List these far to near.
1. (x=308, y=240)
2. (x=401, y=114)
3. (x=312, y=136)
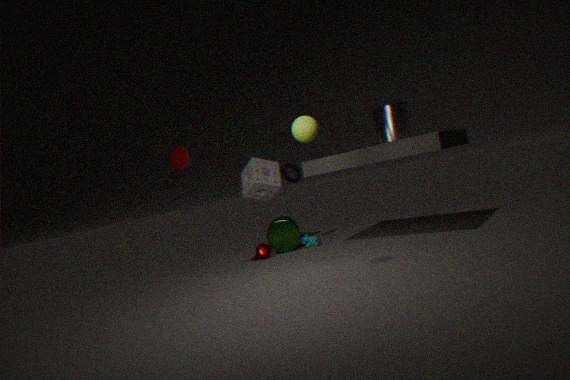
(x=308, y=240), (x=401, y=114), (x=312, y=136)
